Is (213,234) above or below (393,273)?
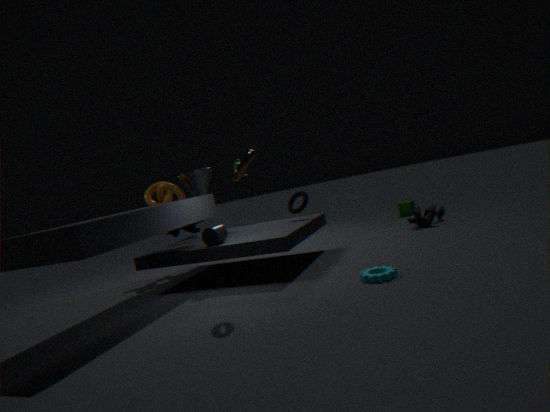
above
